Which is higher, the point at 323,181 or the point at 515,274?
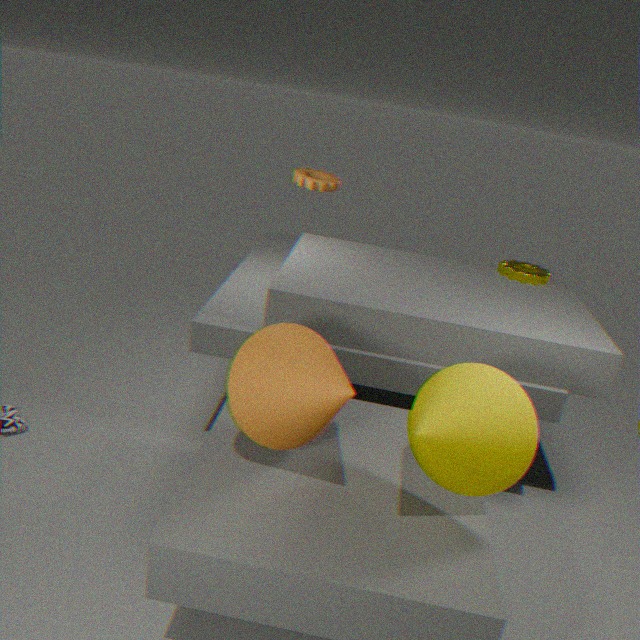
the point at 323,181
